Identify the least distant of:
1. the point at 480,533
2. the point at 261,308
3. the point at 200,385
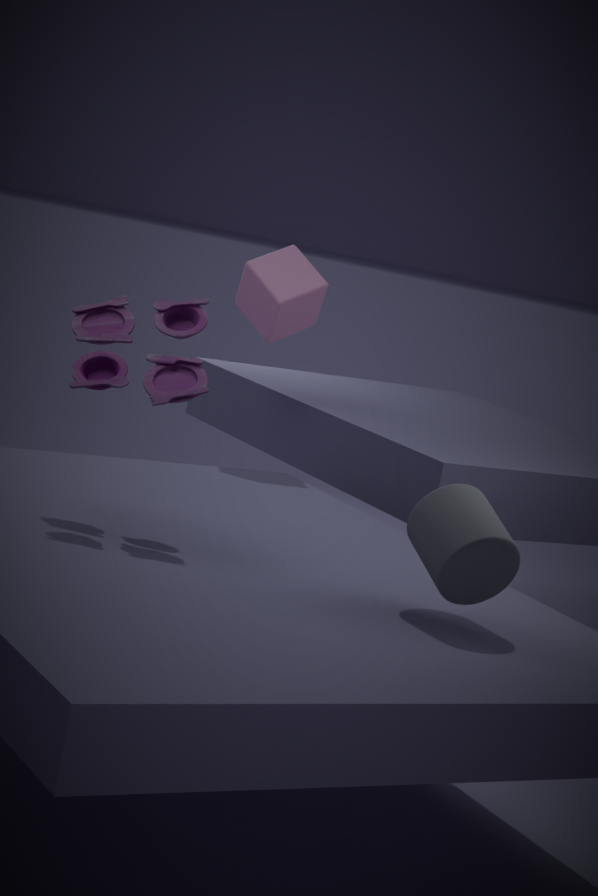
the point at 480,533
